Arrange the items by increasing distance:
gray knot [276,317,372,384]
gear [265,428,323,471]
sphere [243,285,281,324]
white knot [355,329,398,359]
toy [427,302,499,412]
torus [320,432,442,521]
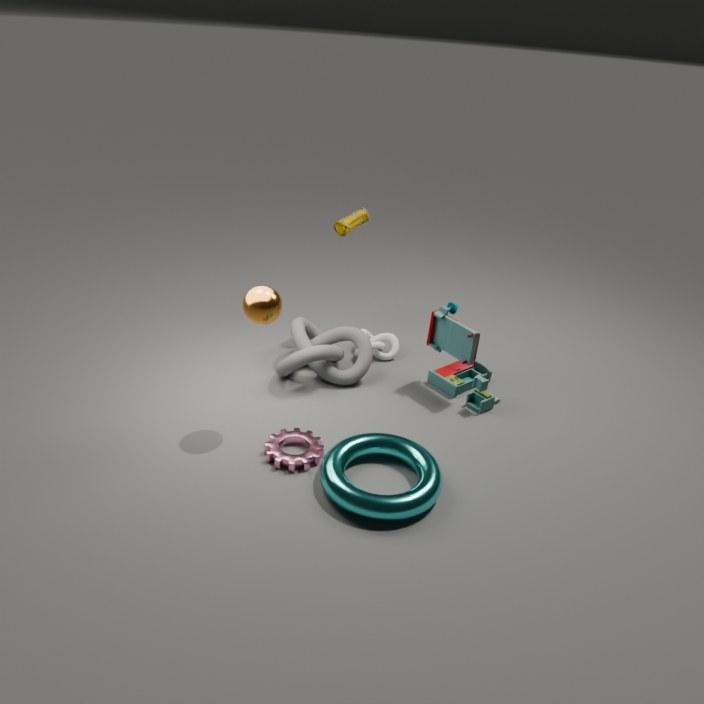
torus [320,432,442,521]
sphere [243,285,281,324]
gear [265,428,323,471]
toy [427,302,499,412]
gray knot [276,317,372,384]
white knot [355,329,398,359]
